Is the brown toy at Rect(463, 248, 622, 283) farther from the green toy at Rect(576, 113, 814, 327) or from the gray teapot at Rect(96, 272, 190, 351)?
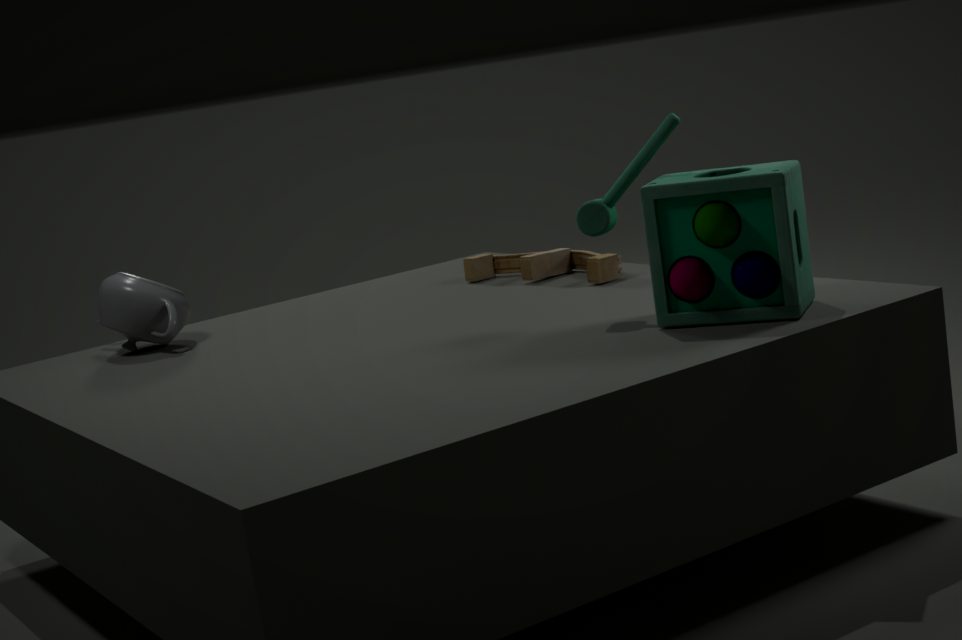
the gray teapot at Rect(96, 272, 190, 351)
